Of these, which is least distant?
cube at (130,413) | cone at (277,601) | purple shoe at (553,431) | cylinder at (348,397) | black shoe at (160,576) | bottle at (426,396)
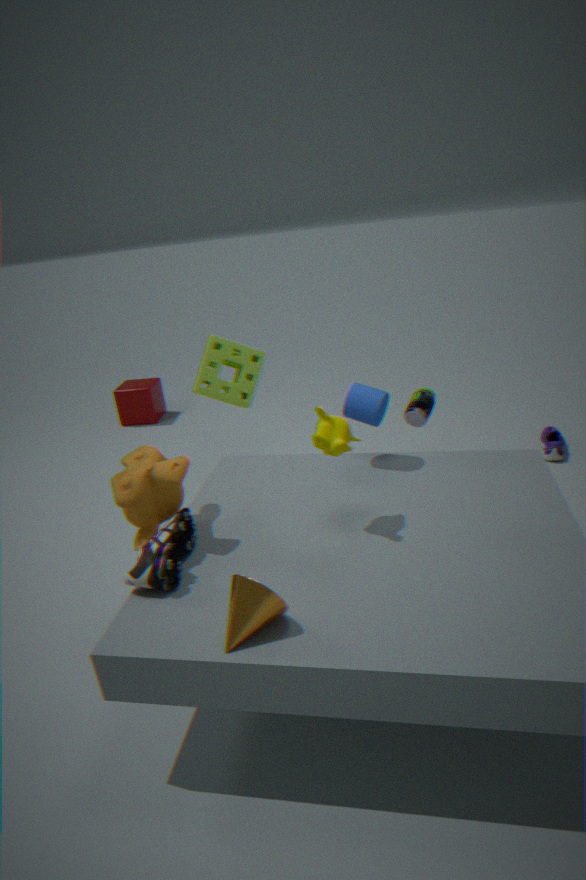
cone at (277,601)
